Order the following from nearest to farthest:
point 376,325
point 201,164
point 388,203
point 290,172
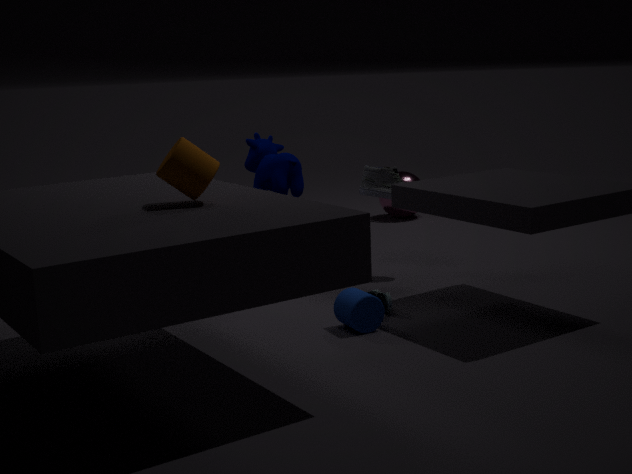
point 201,164, point 376,325, point 290,172, point 388,203
